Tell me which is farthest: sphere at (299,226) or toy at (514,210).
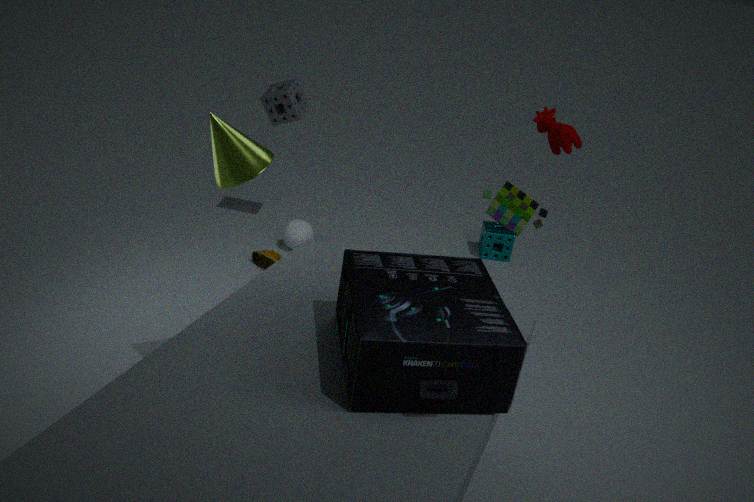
sphere at (299,226)
